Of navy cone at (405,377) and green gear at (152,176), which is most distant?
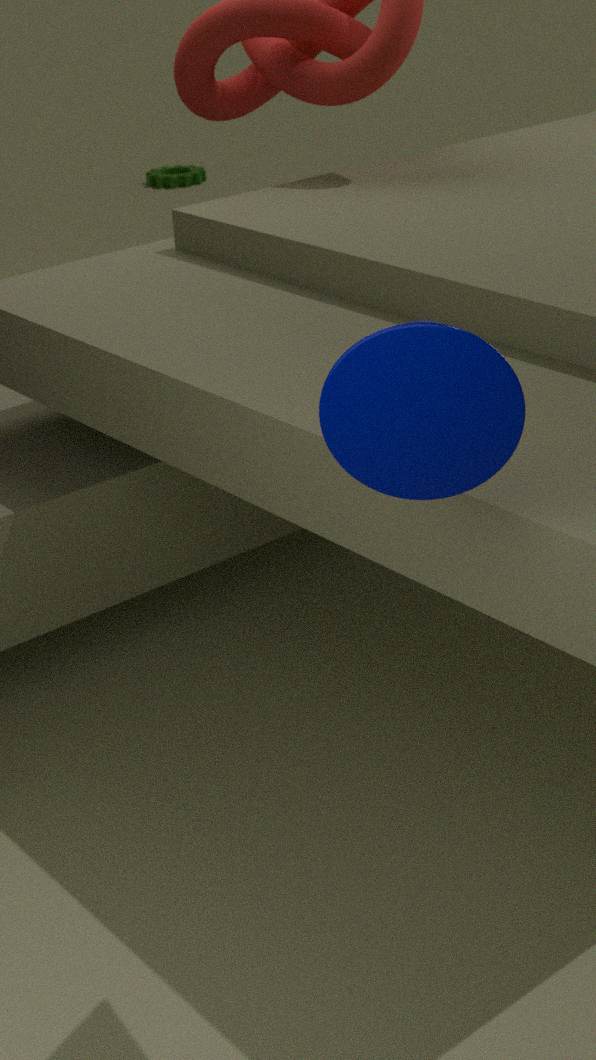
green gear at (152,176)
